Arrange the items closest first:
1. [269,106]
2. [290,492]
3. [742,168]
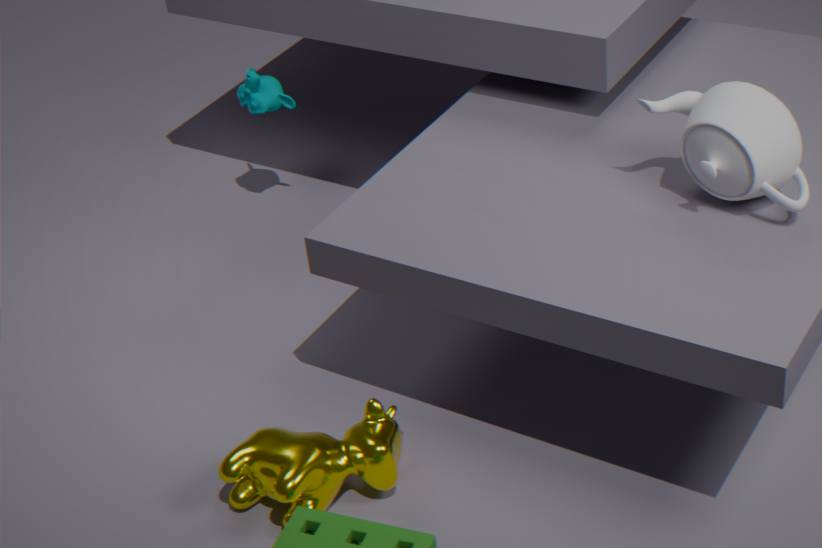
[742,168] < [290,492] < [269,106]
